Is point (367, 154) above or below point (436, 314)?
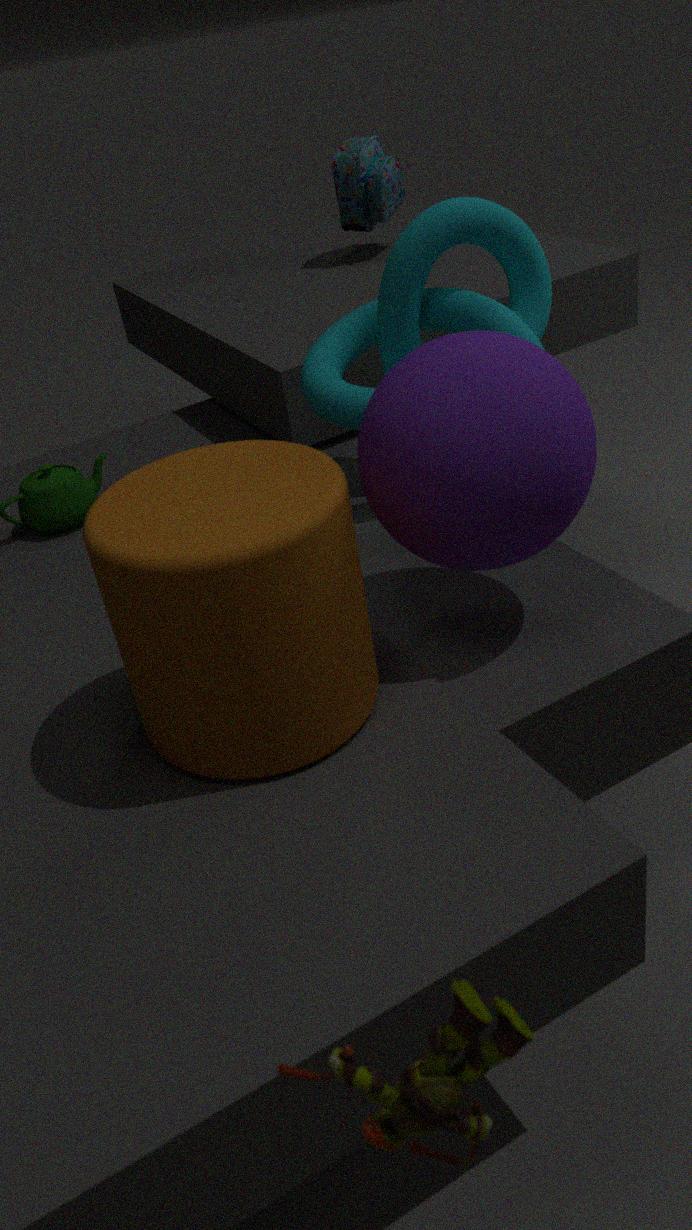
above
